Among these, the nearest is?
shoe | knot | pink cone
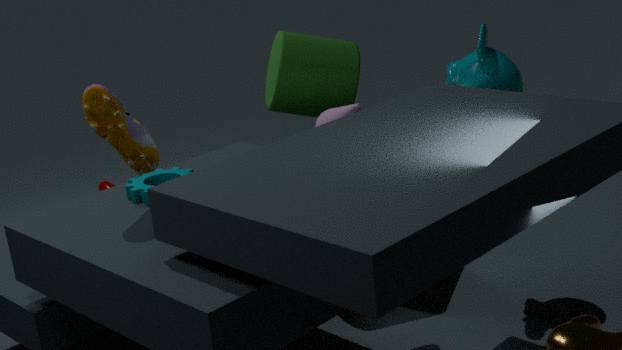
shoe
